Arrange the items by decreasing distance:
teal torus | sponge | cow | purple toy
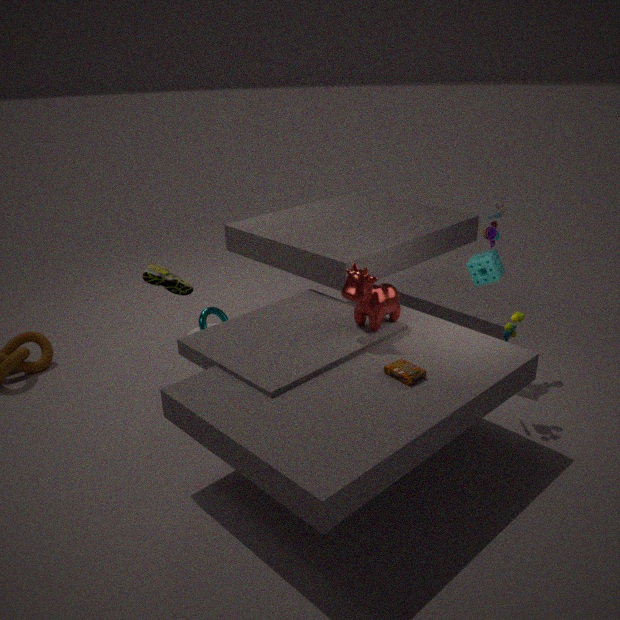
teal torus → purple toy → sponge → cow
